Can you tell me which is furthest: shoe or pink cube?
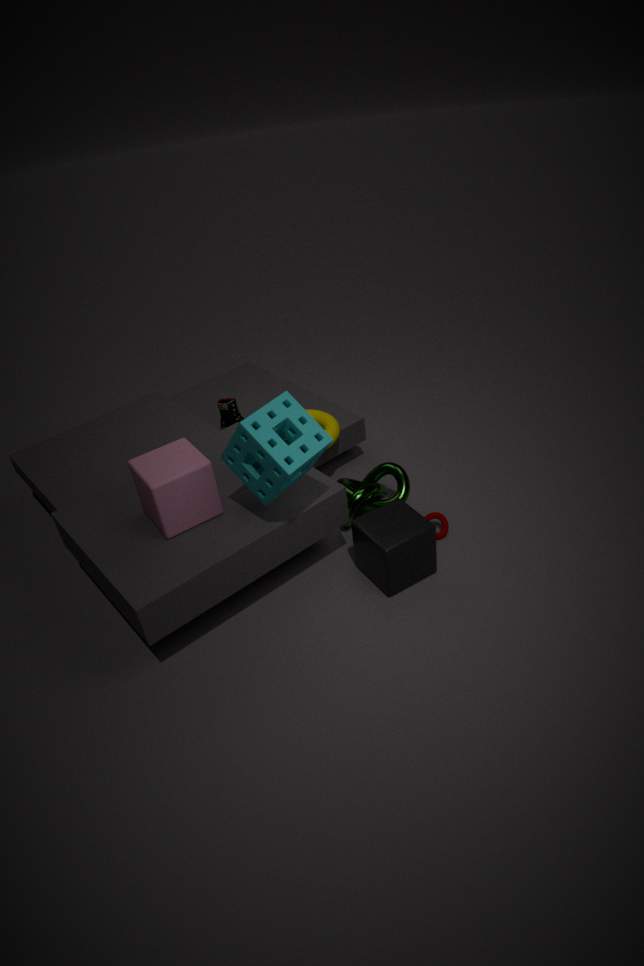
shoe
